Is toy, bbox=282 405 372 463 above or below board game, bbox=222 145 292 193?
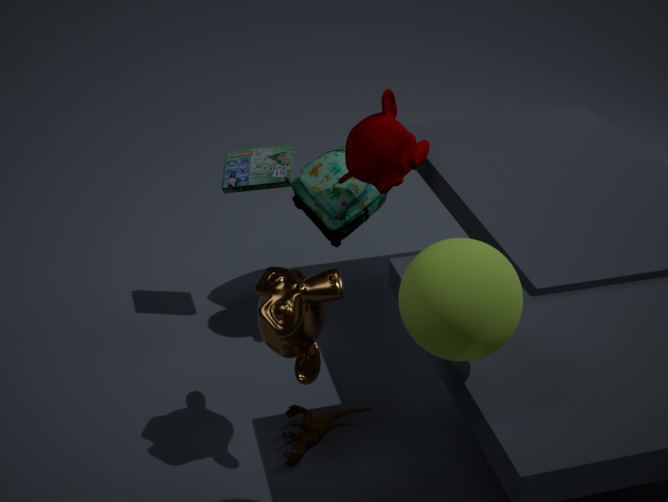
below
